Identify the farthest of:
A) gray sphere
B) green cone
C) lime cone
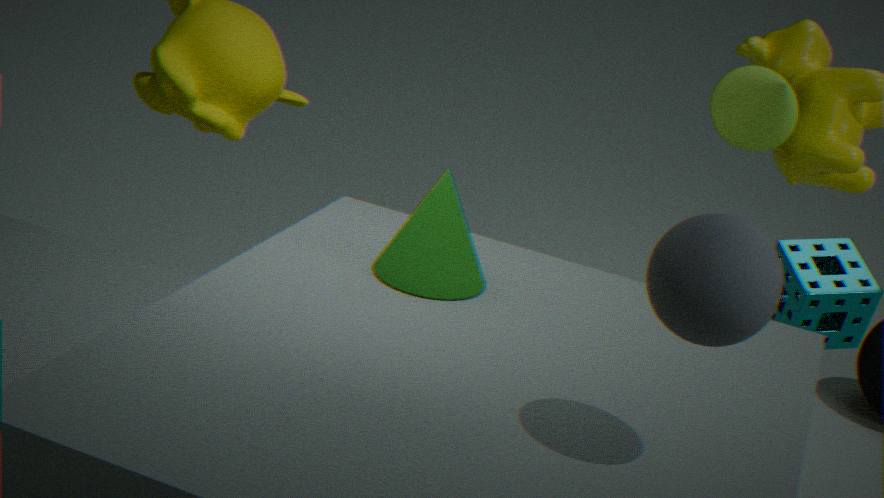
lime cone
